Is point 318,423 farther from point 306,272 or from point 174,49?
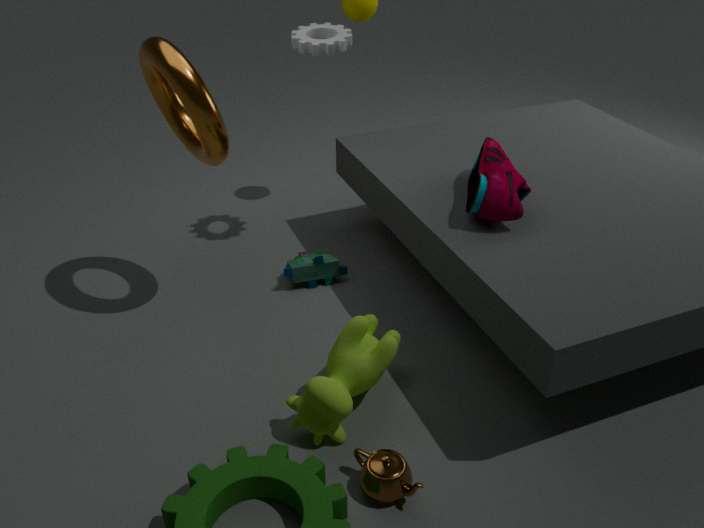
point 174,49
